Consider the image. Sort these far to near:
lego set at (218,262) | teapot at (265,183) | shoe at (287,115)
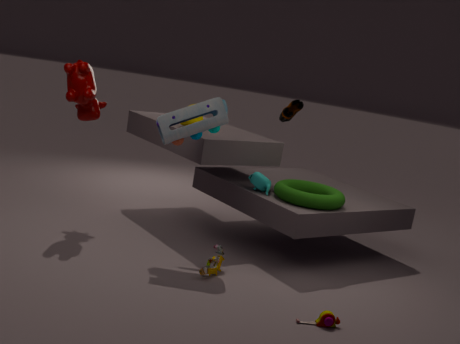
teapot at (265,183) → lego set at (218,262) → shoe at (287,115)
